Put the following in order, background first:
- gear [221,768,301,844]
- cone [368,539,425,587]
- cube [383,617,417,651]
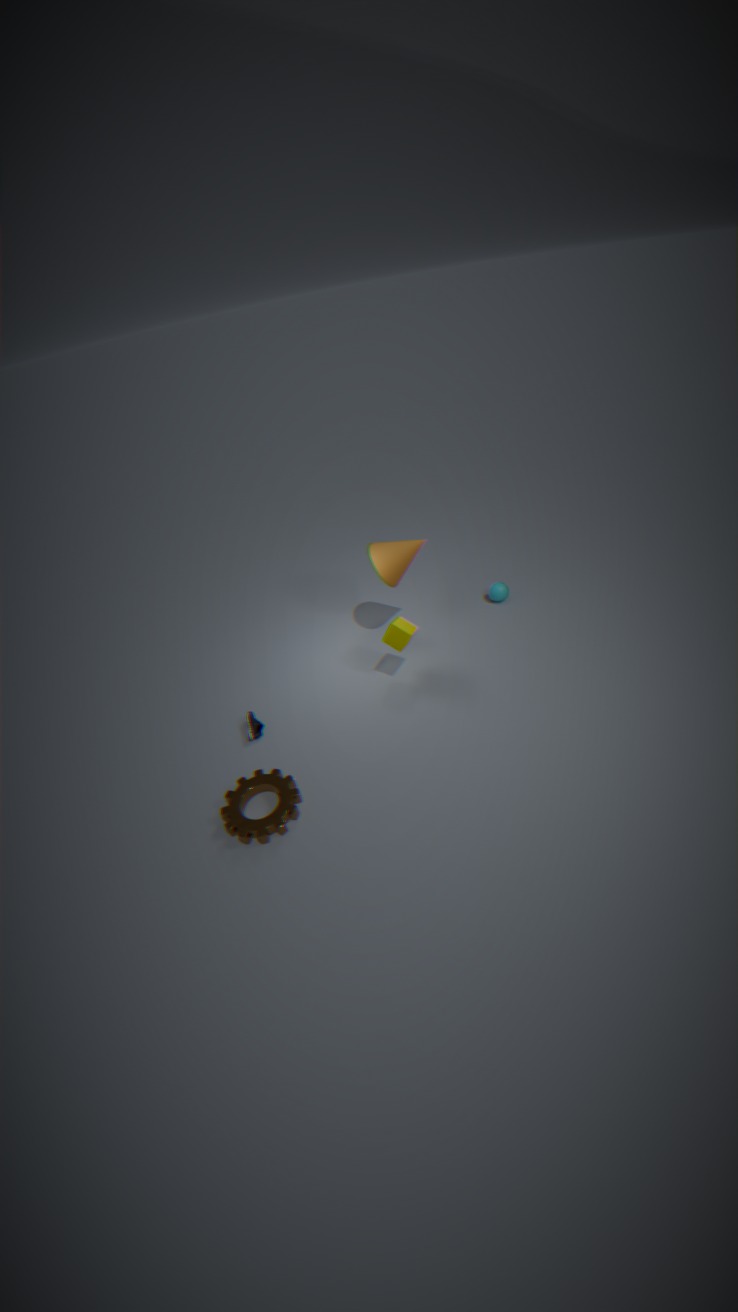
cone [368,539,425,587]
cube [383,617,417,651]
gear [221,768,301,844]
